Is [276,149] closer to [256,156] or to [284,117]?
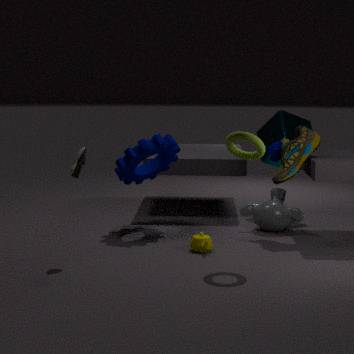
[284,117]
